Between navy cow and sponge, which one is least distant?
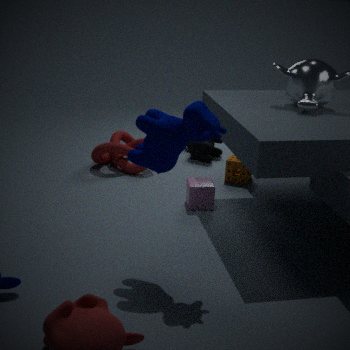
navy cow
